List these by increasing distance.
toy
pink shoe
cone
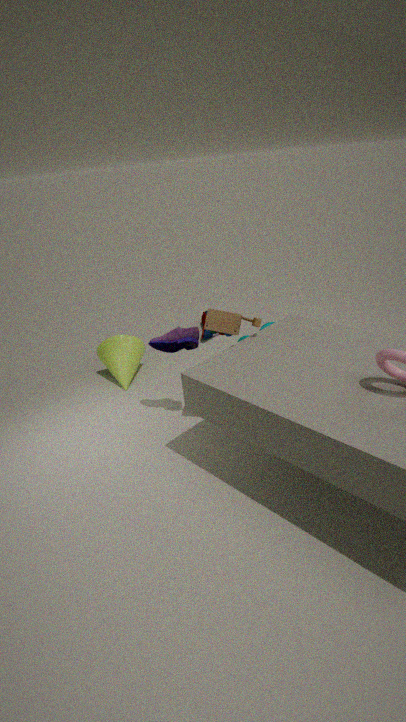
toy
cone
pink shoe
